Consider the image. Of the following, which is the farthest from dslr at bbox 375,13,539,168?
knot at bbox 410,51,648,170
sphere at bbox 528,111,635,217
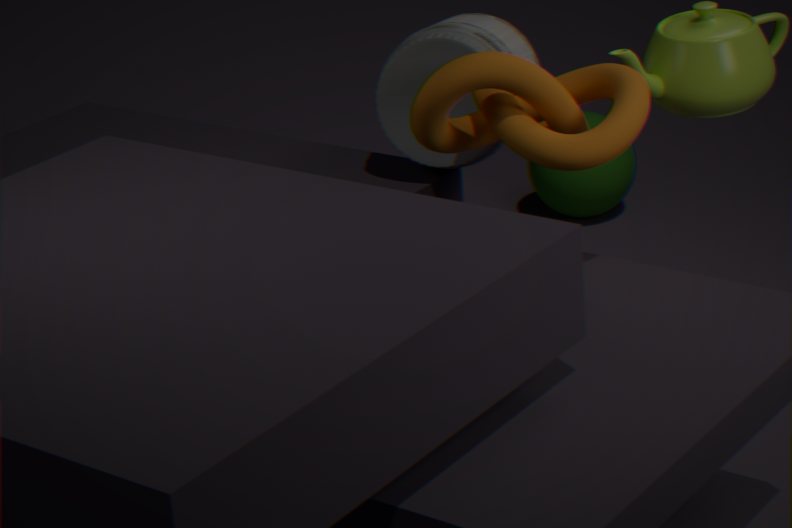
sphere at bbox 528,111,635,217
